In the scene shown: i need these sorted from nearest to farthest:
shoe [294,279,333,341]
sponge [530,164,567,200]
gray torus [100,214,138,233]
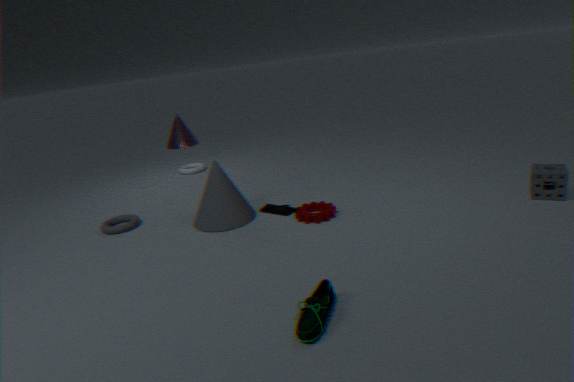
shoe [294,279,333,341] → sponge [530,164,567,200] → gray torus [100,214,138,233]
